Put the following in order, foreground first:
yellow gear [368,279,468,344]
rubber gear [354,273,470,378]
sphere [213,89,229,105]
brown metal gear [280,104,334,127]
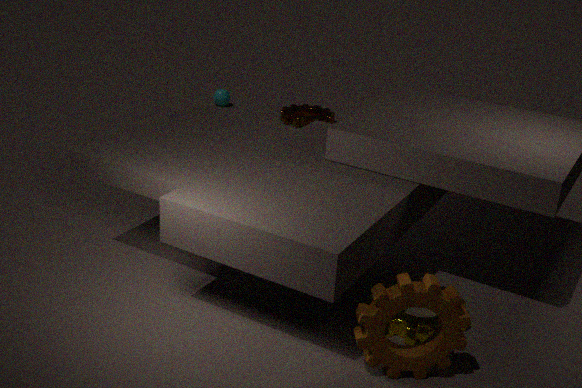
rubber gear [354,273,470,378]
yellow gear [368,279,468,344]
brown metal gear [280,104,334,127]
sphere [213,89,229,105]
